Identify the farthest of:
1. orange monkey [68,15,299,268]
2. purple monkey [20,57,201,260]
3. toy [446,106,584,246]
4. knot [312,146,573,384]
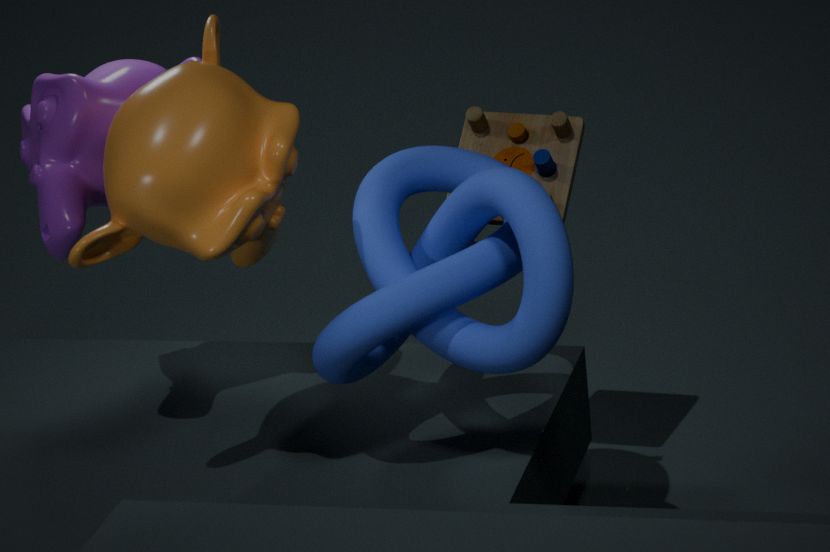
toy [446,106,584,246]
